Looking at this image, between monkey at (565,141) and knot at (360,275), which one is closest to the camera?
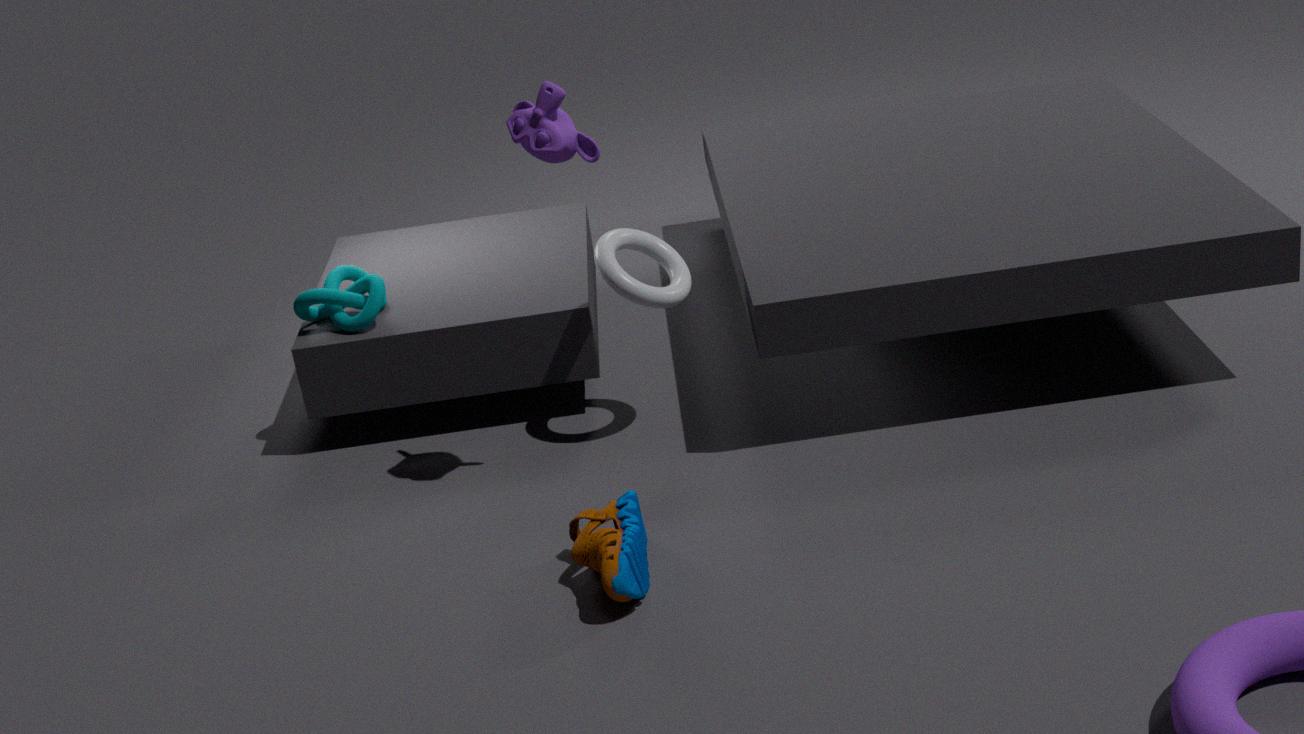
monkey at (565,141)
